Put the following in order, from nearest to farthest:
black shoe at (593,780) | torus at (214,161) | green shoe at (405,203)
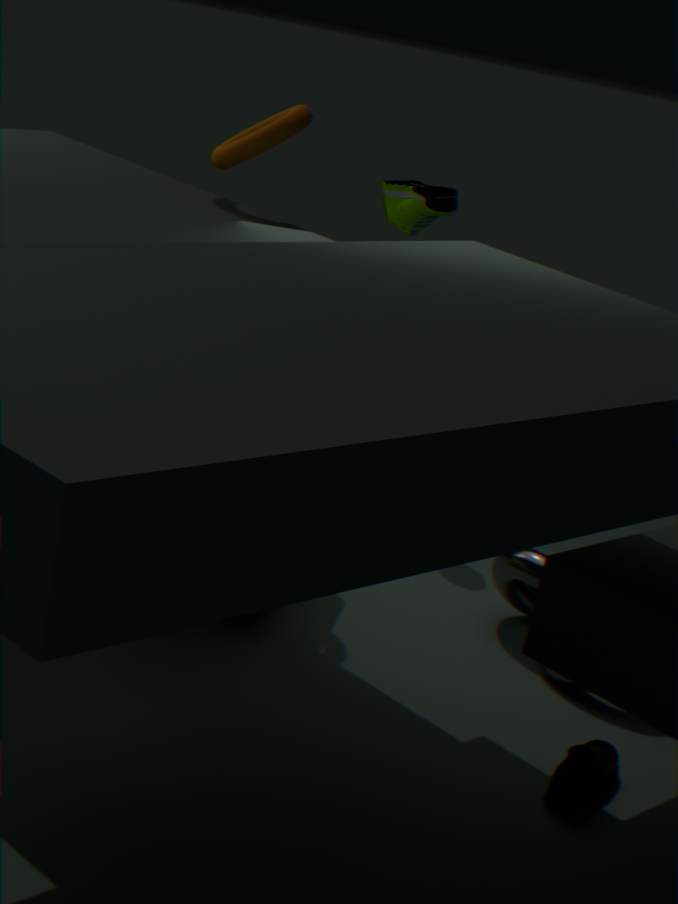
black shoe at (593,780), torus at (214,161), green shoe at (405,203)
